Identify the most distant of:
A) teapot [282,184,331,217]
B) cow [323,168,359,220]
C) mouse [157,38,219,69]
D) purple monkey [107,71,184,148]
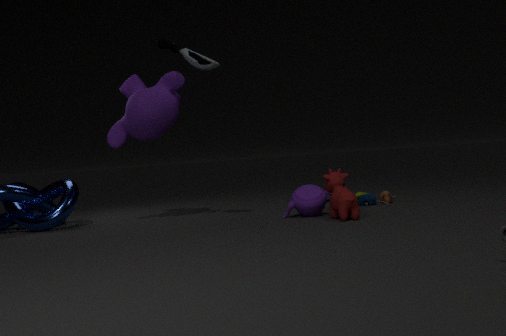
purple monkey [107,71,184,148]
